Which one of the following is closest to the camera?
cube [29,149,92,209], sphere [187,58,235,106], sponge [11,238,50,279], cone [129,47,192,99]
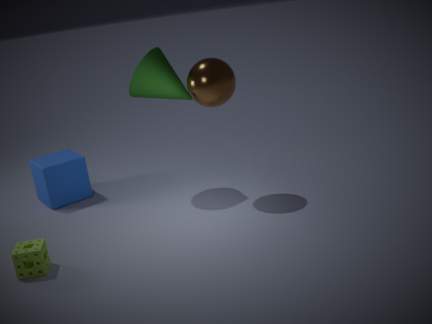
sponge [11,238,50,279]
